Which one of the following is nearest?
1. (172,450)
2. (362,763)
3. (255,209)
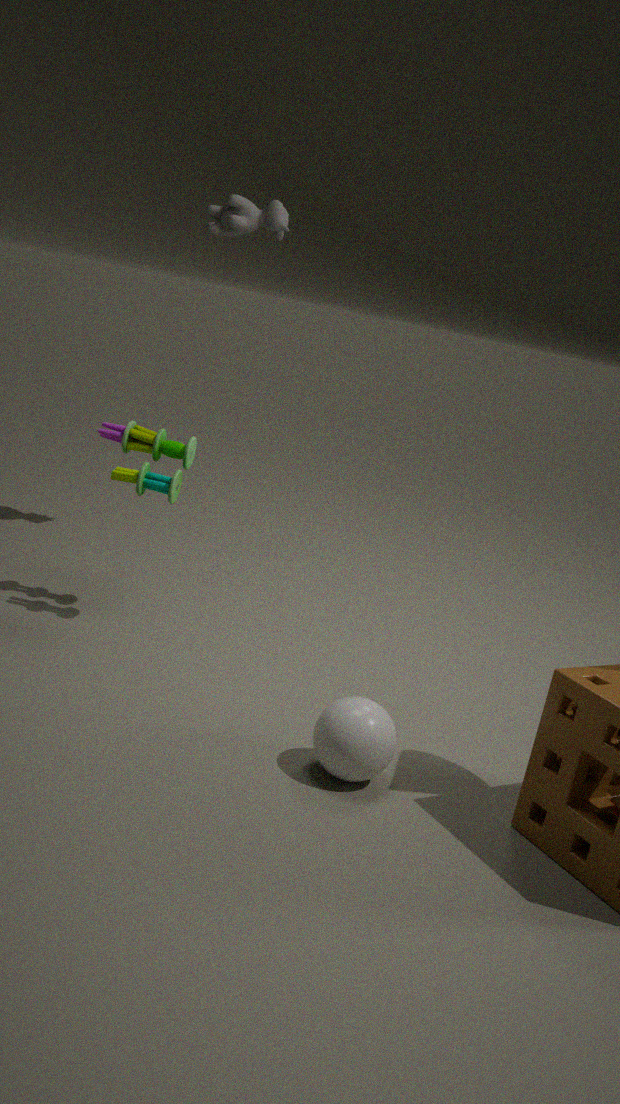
(362,763)
